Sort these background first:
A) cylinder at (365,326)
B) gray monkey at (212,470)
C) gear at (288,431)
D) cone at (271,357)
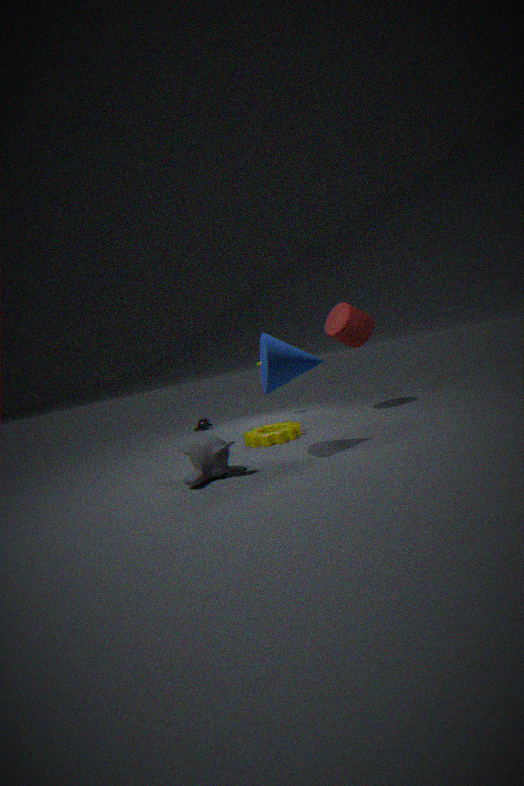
cylinder at (365,326), gear at (288,431), gray monkey at (212,470), cone at (271,357)
